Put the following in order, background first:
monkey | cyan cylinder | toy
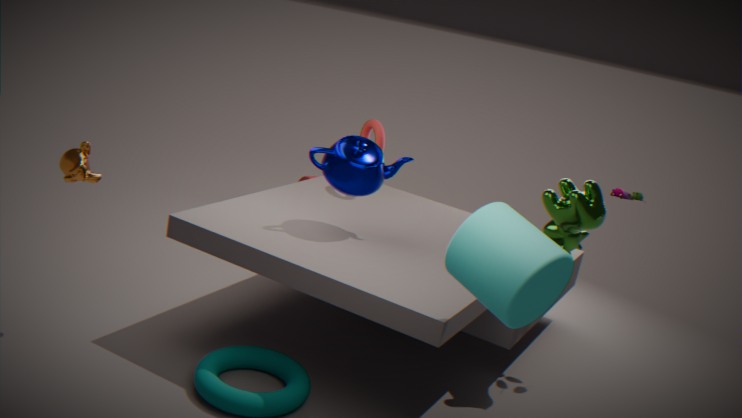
1. toy
2. monkey
3. cyan cylinder
